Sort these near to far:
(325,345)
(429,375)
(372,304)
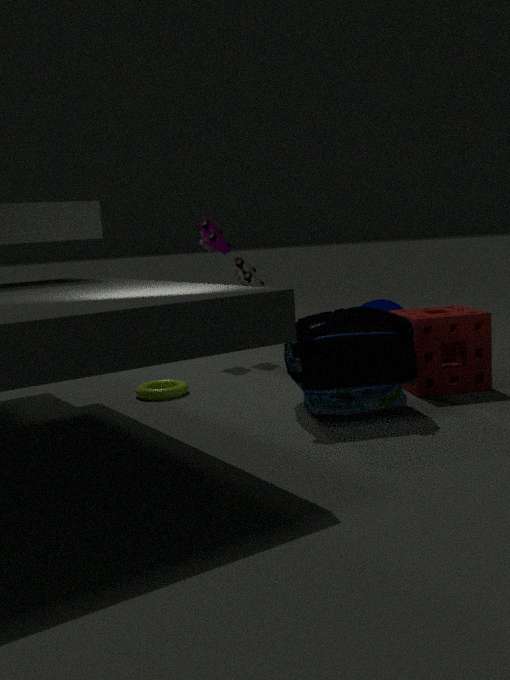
1. (325,345)
2. (429,375)
3. (372,304)
